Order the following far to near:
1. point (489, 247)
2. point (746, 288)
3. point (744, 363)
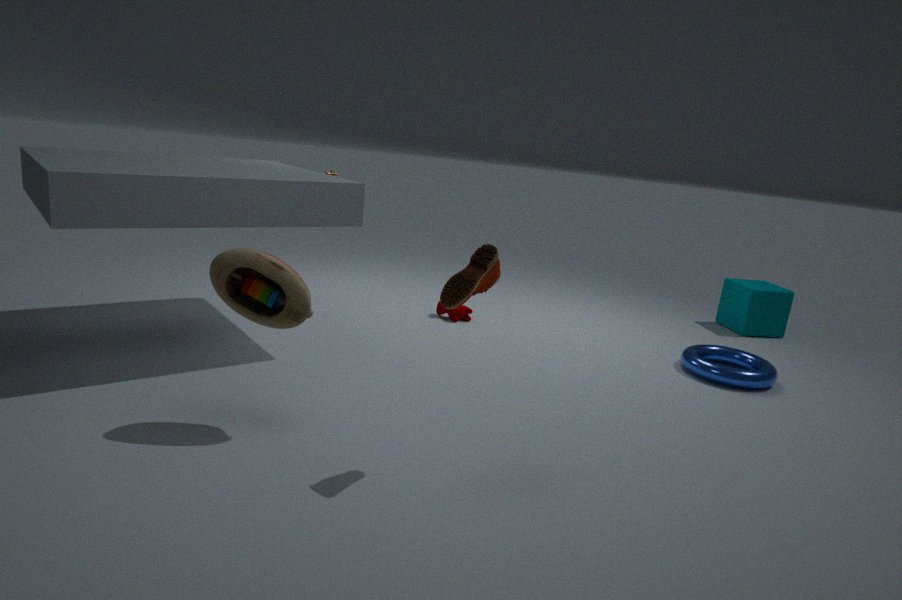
point (746, 288)
point (744, 363)
point (489, 247)
